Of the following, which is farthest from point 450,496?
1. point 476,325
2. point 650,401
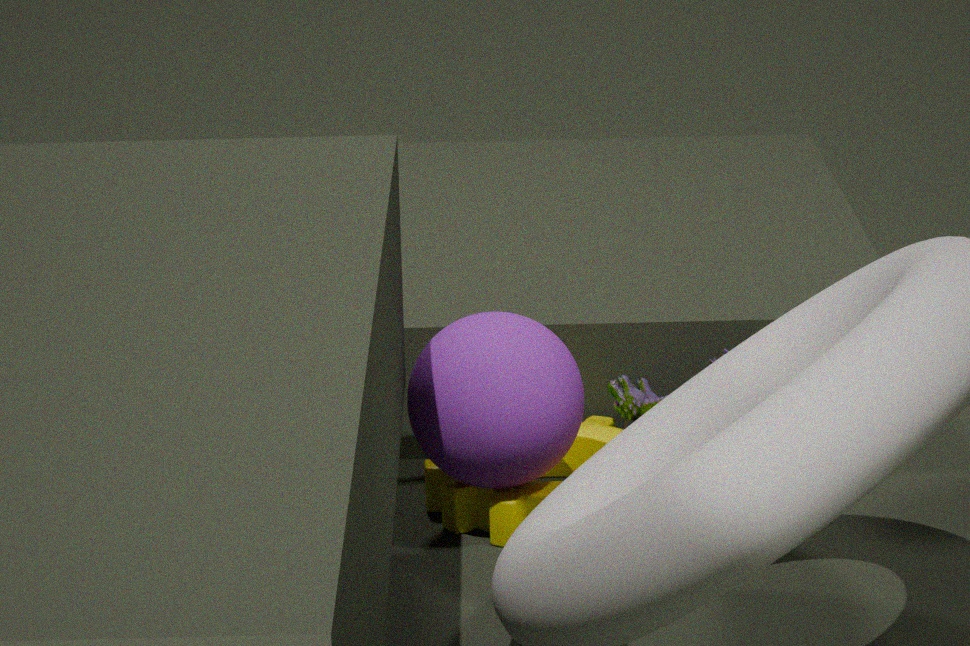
point 650,401
